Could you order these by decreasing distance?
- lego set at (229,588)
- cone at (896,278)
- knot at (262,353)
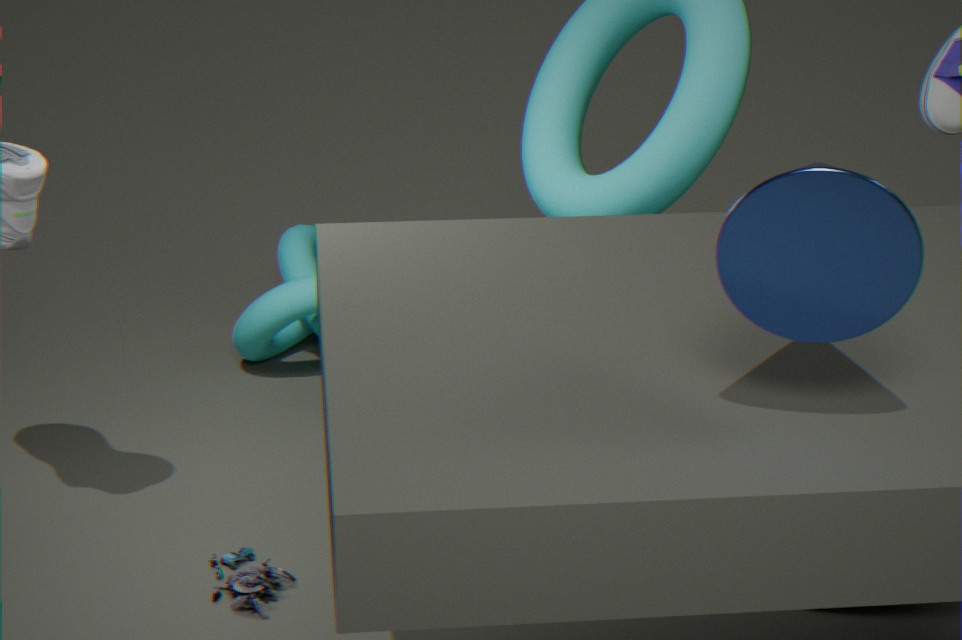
knot at (262,353)
lego set at (229,588)
cone at (896,278)
